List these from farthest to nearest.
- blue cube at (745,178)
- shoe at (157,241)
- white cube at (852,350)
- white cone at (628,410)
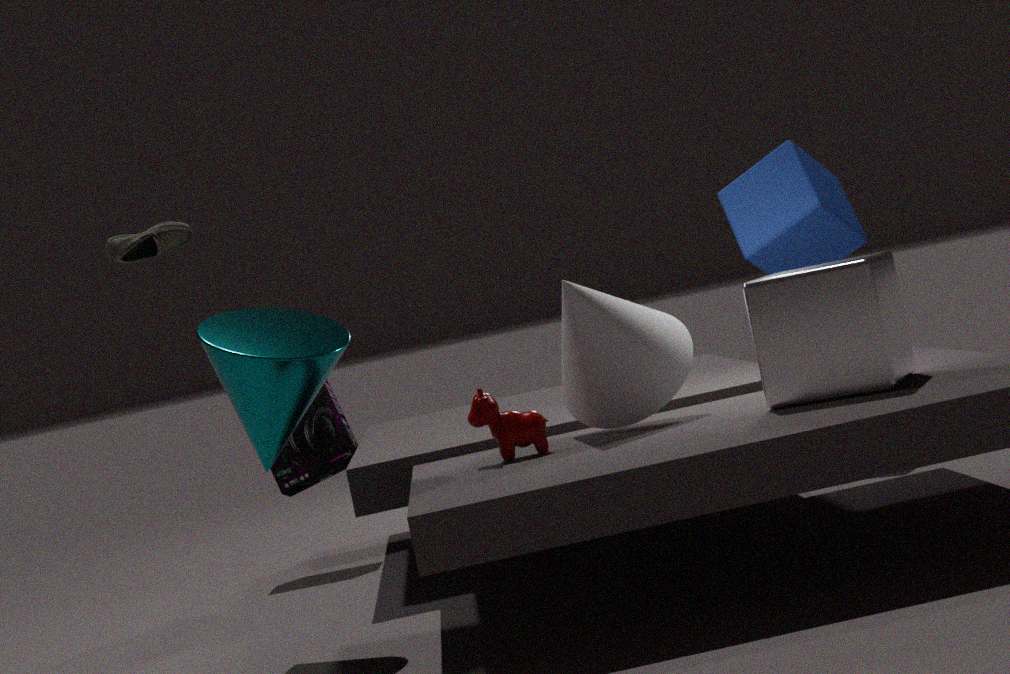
blue cube at (745,178), white cone at (628,410), white cube at (852,350), shoe at (157,241)
